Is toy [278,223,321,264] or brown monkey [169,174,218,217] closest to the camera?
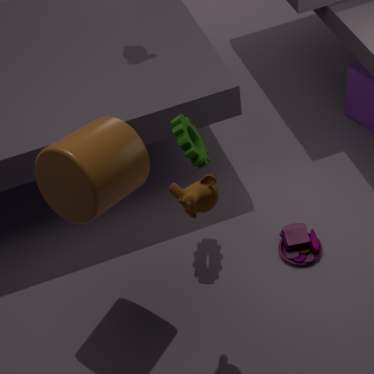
brown monkey [169,174,218,217]
